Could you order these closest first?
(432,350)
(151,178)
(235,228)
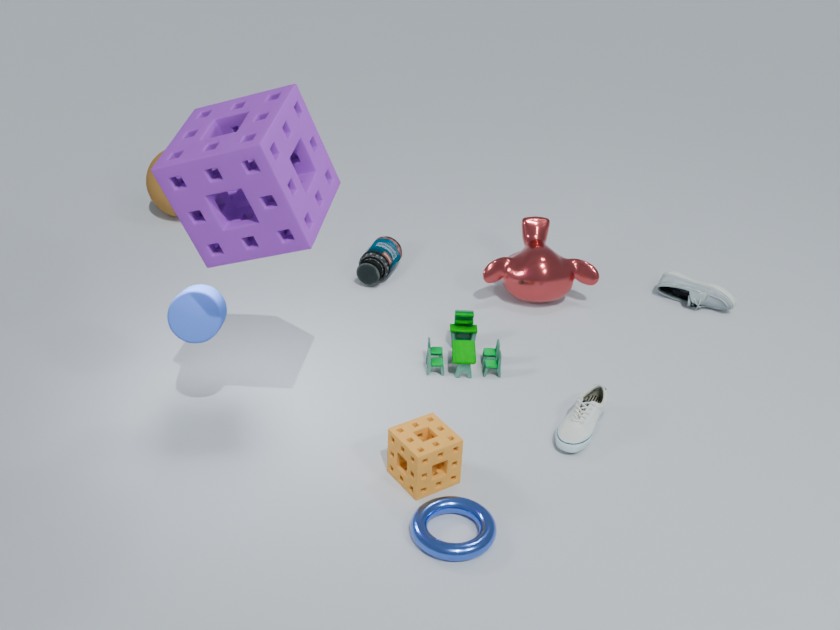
(235,228) → (432,350) → (151,178)
